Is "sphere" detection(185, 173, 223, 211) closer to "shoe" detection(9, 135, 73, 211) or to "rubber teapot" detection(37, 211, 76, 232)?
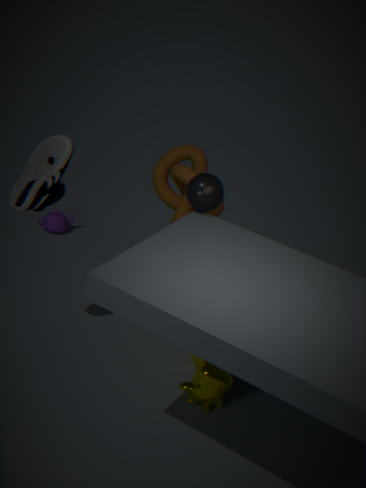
"shoe" detection(9, 135, 73, 211)
